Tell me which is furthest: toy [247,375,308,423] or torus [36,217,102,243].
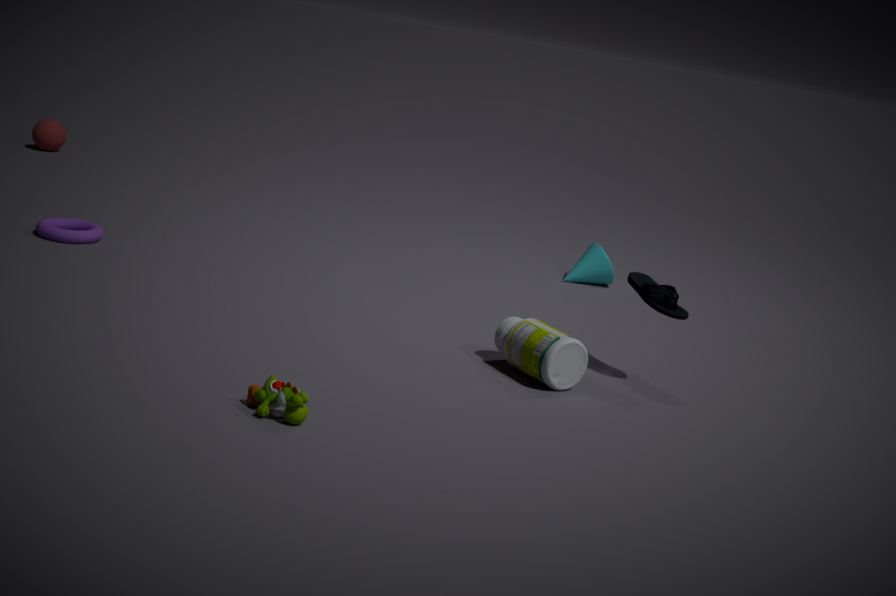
torus [36,217,102,243]
